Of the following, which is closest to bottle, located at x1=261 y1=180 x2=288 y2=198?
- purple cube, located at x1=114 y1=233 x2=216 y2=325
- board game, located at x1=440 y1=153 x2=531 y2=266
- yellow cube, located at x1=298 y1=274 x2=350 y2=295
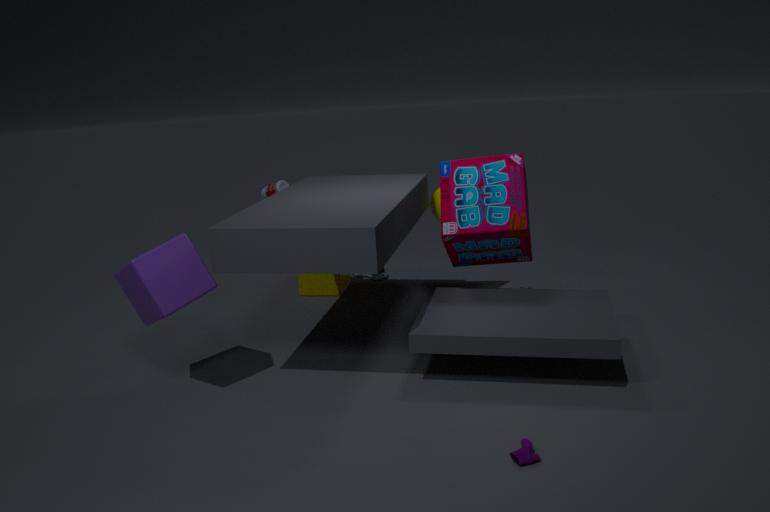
yellow cube, located at x1=298 y1=274 x2=350 y2=295
